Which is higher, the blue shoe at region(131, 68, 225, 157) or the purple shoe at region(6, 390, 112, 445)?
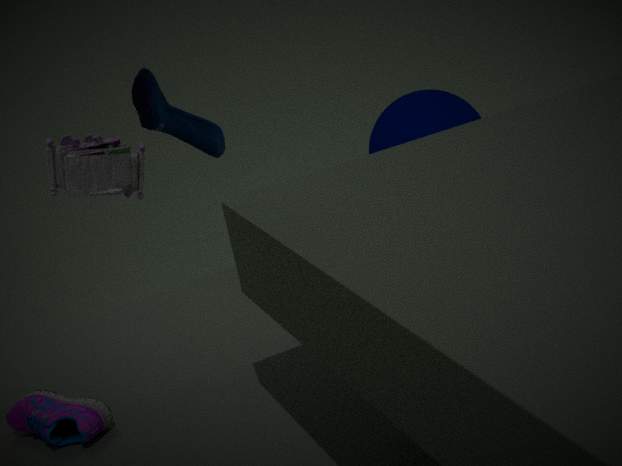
the blue shoe at region(131, 68, 225, 157)
